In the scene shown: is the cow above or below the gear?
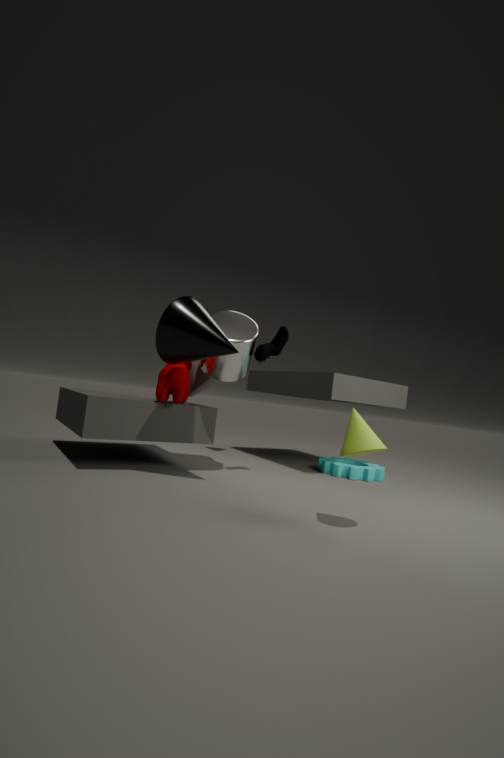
above
